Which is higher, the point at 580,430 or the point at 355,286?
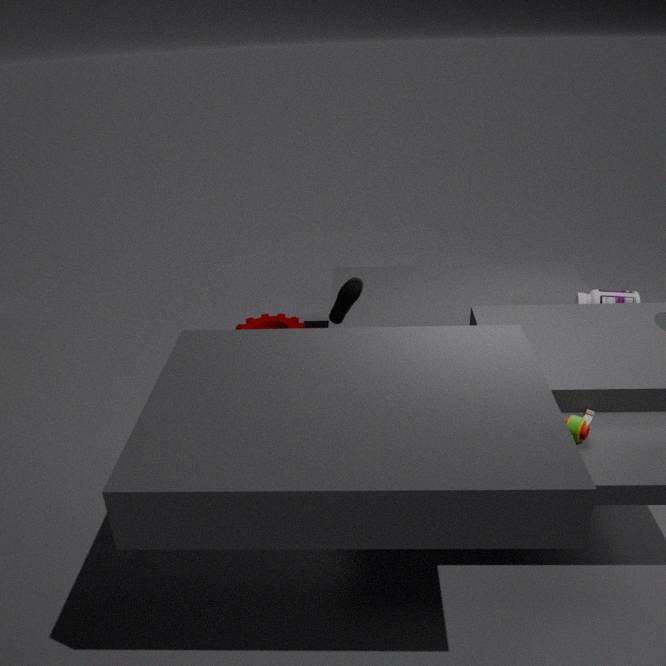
the point at 355,286
